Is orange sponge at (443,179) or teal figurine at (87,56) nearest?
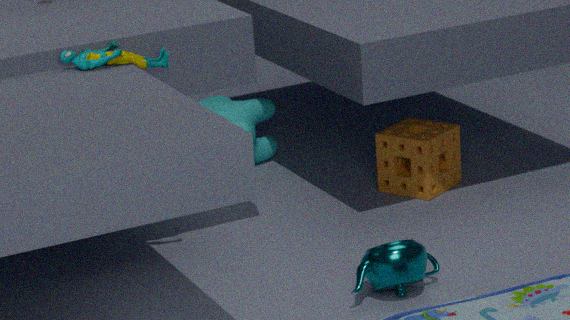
teal figurine at (87,56)
